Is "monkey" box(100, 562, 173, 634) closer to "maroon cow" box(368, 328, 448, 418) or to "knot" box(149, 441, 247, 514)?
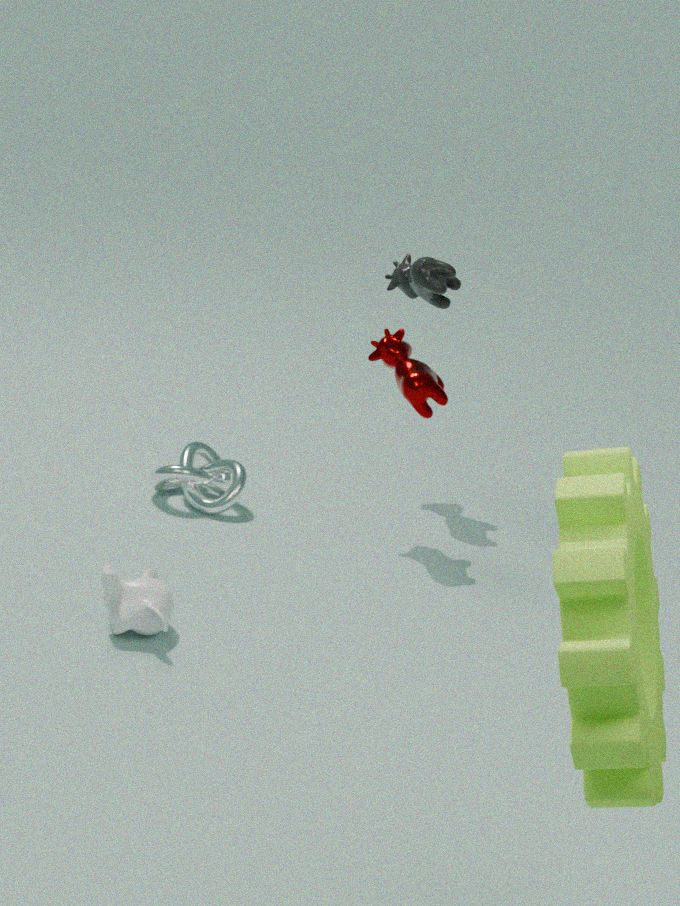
"knot" box(149, 441, 247, 514)
